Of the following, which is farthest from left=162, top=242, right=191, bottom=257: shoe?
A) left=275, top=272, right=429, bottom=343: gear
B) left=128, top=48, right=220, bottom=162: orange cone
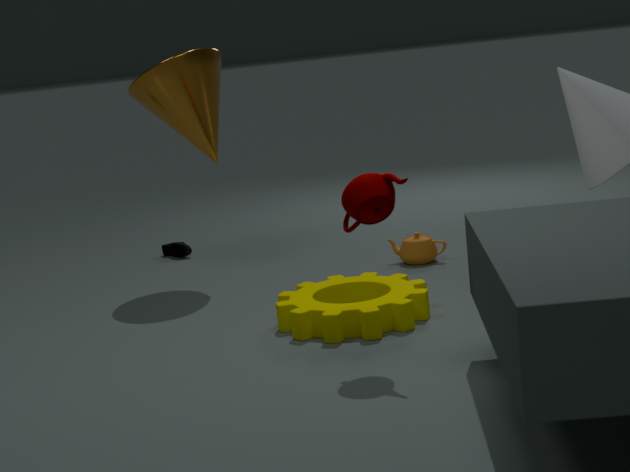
left=275, top=272, right=429, bottom=343: gear
